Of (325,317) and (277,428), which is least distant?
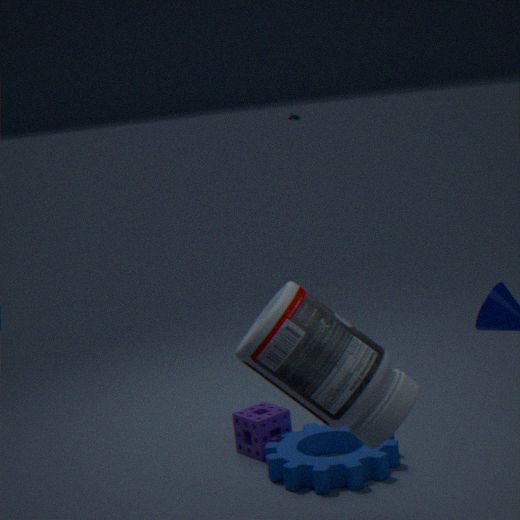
(325,317)
